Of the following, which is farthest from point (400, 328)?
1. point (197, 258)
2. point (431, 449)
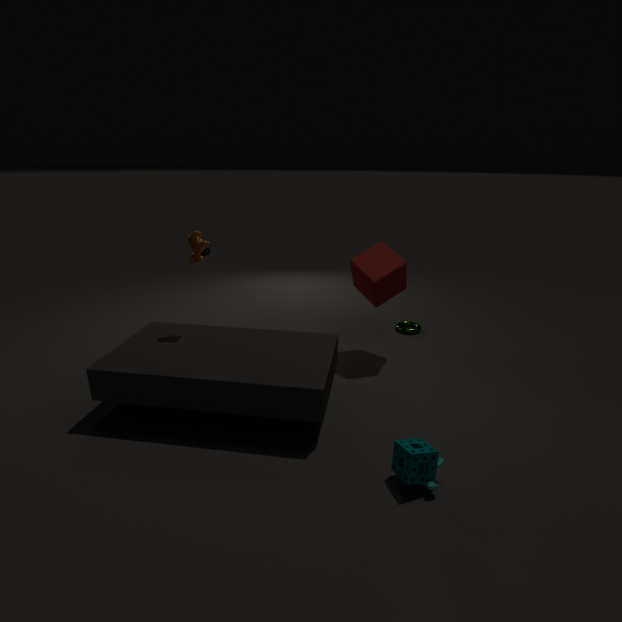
point (197, 258)
